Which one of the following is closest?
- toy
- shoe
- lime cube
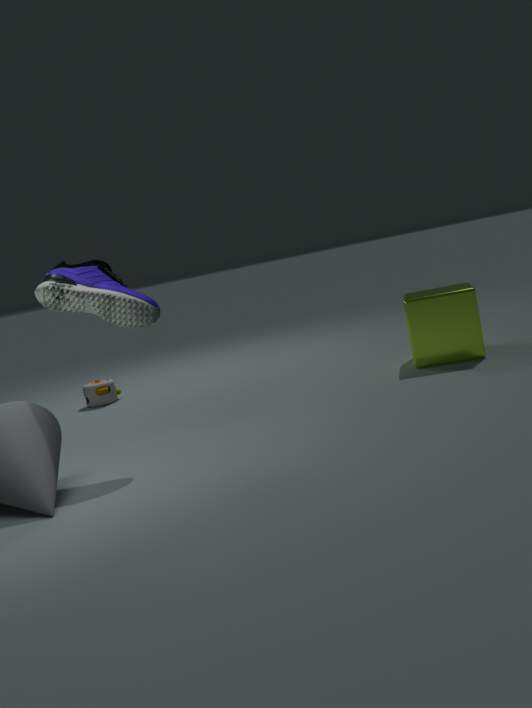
shoe
